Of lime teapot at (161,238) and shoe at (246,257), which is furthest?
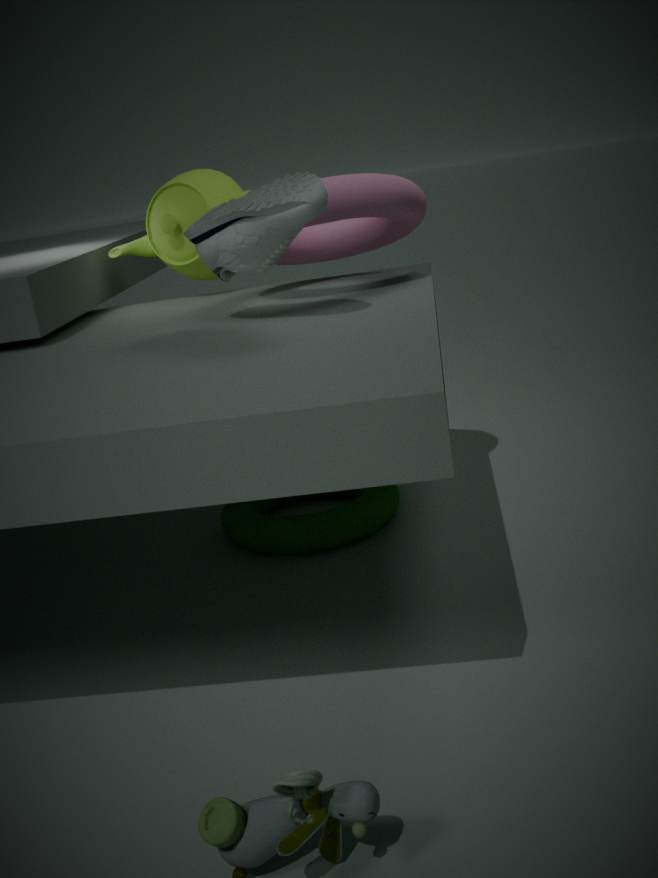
lime teapot at (161,238)
